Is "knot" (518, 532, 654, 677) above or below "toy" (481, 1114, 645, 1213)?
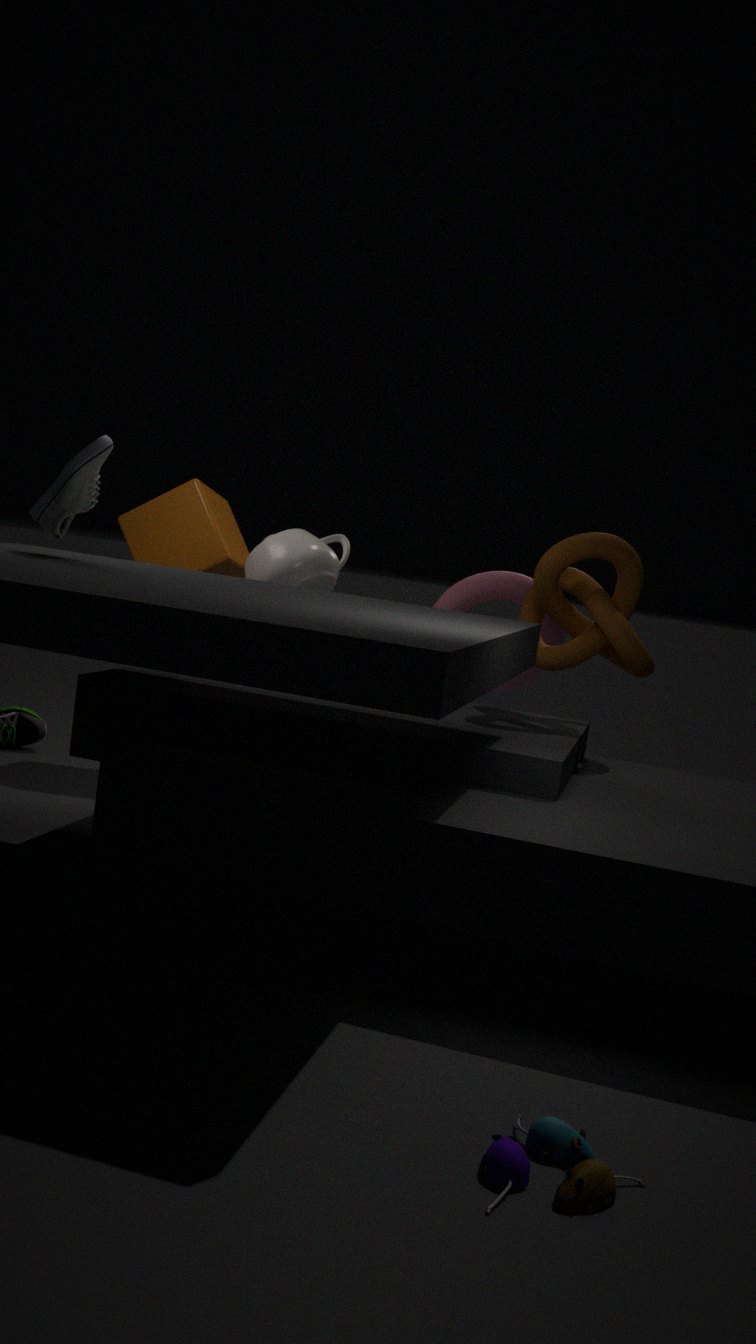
above
